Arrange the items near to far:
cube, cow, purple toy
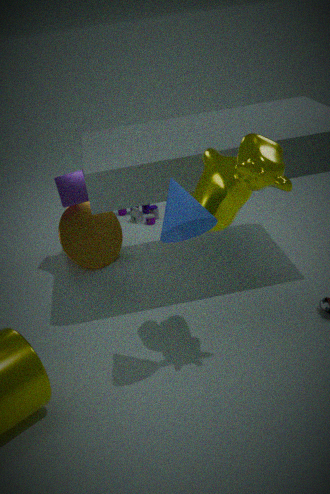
cow
cube
purple toy
